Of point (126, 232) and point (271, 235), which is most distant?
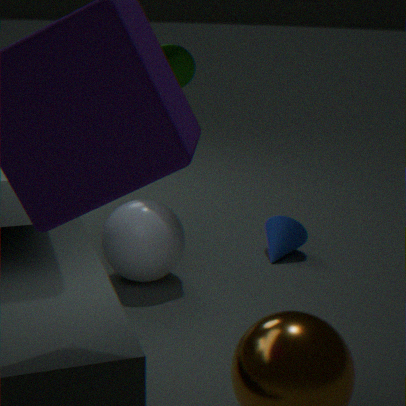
point (271, 235)
